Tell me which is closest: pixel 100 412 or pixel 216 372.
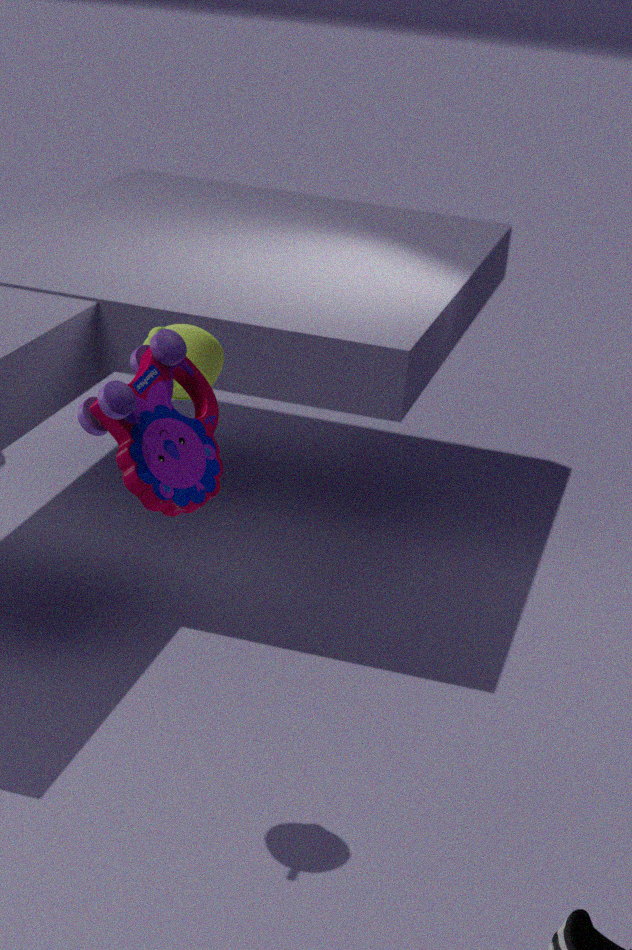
pixel 100 412
